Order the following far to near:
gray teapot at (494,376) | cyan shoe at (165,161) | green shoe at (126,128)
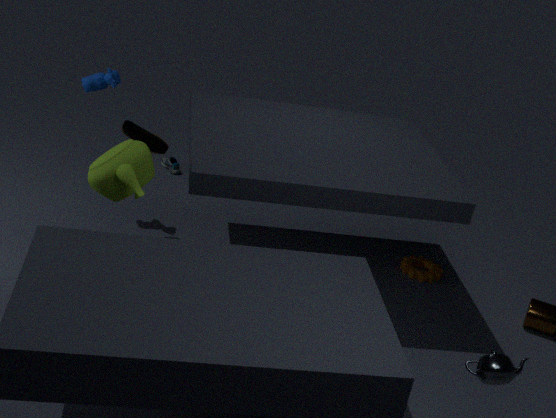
1. cyan shoe at (165,161)
2. green shoe at (126,128)
3. gray teapot at (494,376)
